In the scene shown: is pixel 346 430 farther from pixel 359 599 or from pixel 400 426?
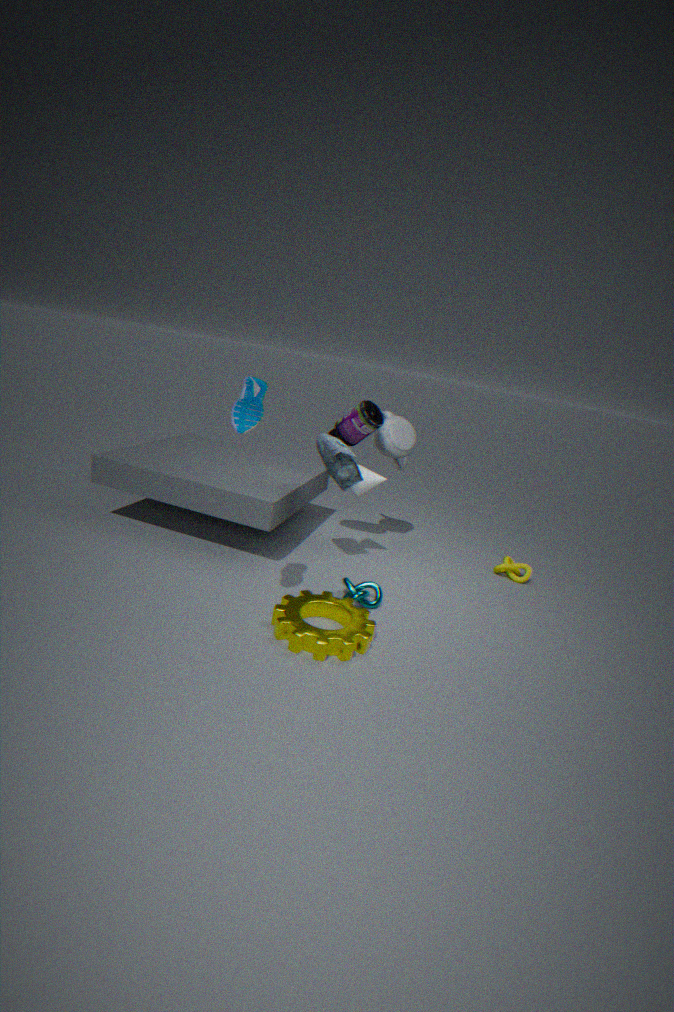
pixel 359 599
